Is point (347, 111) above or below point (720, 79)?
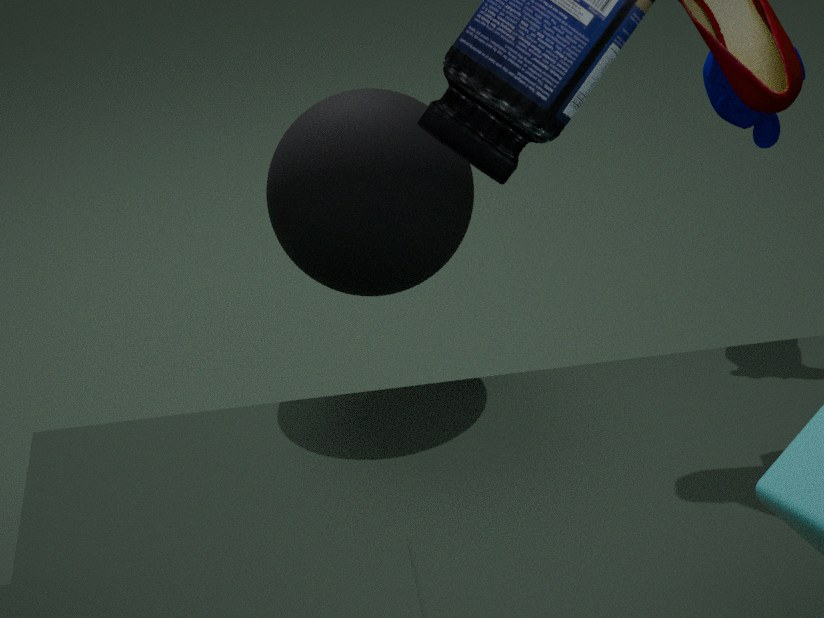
below
